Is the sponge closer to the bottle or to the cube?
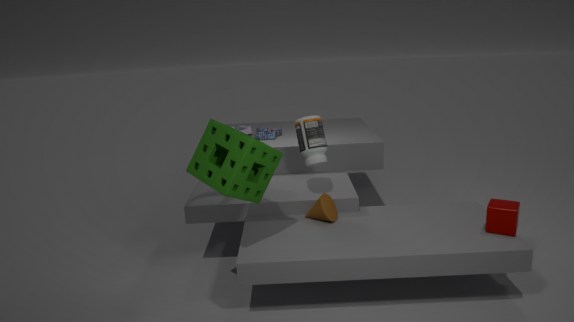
the bottle
